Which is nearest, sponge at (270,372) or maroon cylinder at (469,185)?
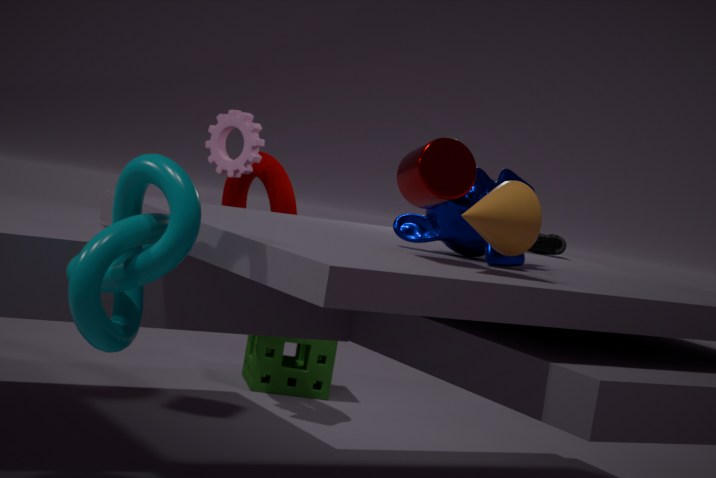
maroon cylinder at (469,185)
